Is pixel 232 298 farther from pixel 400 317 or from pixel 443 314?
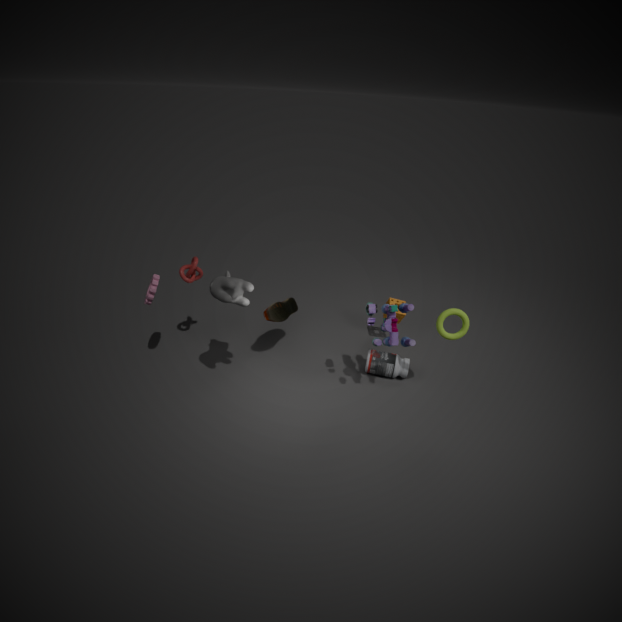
pixel 400 317
